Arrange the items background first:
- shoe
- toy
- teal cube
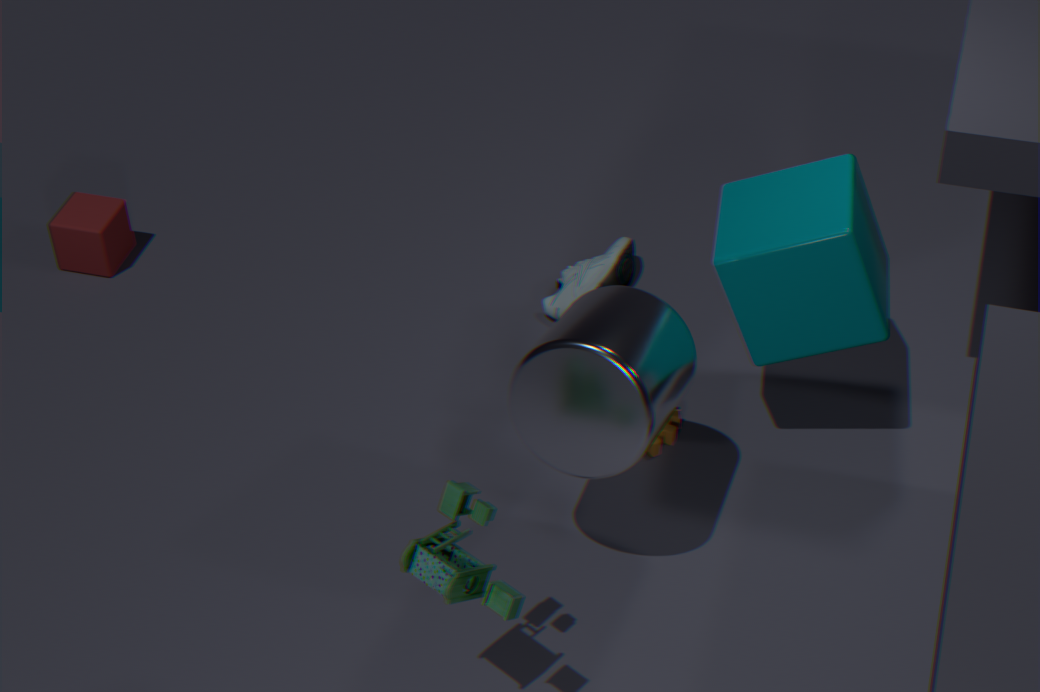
shoe < teal cube < toy
